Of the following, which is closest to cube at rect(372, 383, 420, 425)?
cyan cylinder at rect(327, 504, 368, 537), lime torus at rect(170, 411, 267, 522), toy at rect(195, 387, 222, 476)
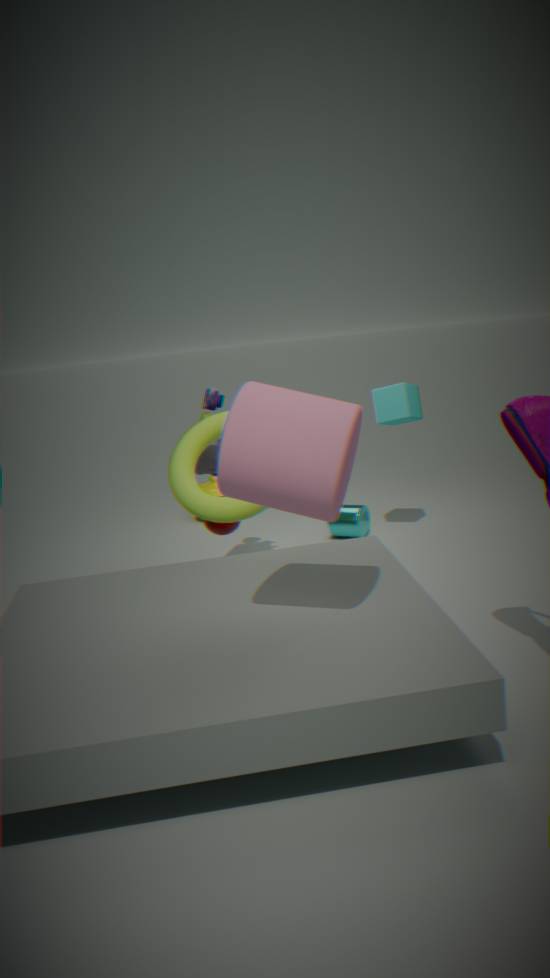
cyan cylinder at rect(327, 504, 368, 537)
